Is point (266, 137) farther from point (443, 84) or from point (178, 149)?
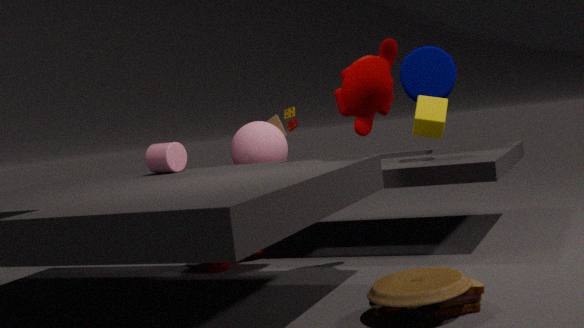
point (443, 84)
